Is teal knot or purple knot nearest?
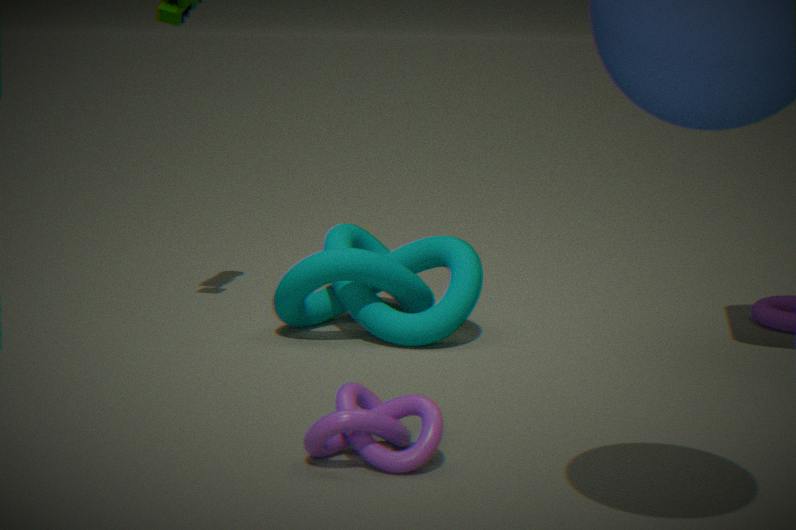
purple knot
